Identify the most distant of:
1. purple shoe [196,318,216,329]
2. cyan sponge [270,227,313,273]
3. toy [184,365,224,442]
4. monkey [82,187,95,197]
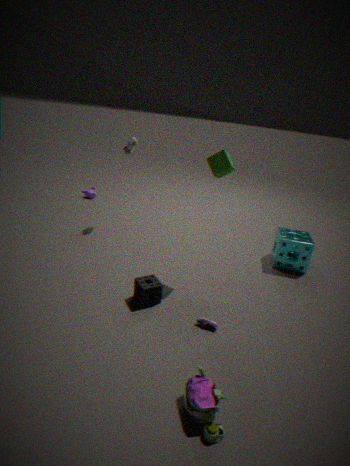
monkey [82,187,95,197]
